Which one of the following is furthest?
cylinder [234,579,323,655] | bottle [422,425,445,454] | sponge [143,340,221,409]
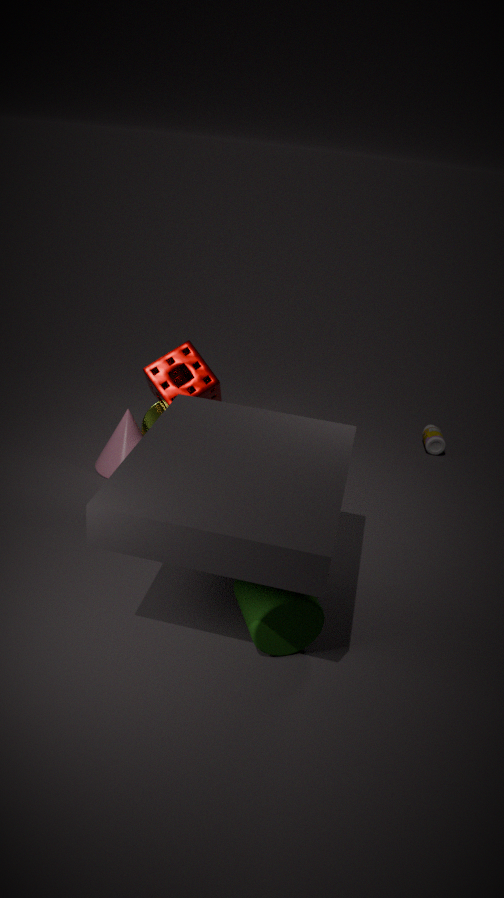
bottle [422,425,445,454]
